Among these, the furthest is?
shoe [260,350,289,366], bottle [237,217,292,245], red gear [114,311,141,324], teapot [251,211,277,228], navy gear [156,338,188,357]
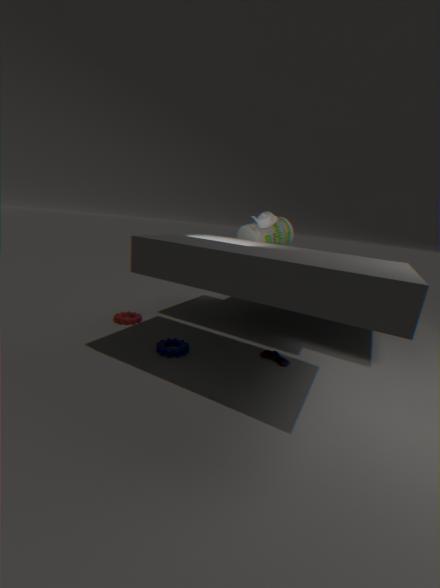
red gear [114,311,141,324]
